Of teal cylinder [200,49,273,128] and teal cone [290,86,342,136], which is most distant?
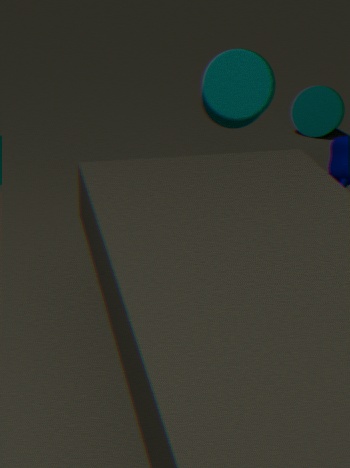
teal cone [290,86,342,136]
